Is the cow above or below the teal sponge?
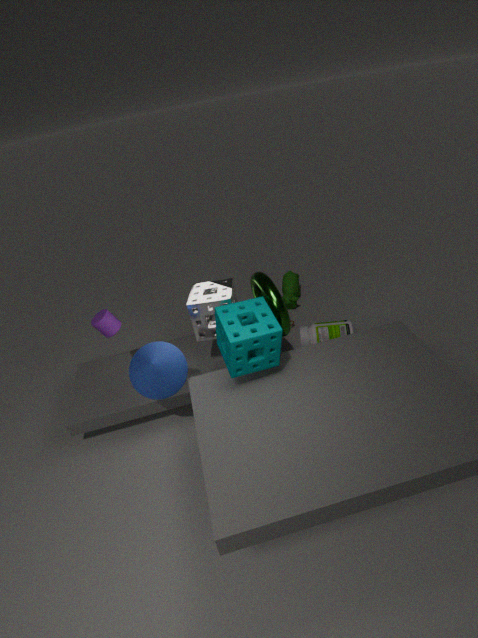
below
